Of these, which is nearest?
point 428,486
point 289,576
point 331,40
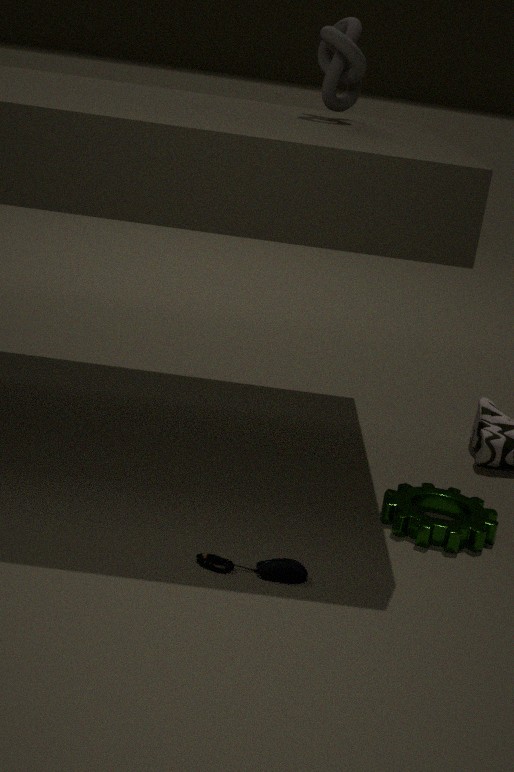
point 289,576
